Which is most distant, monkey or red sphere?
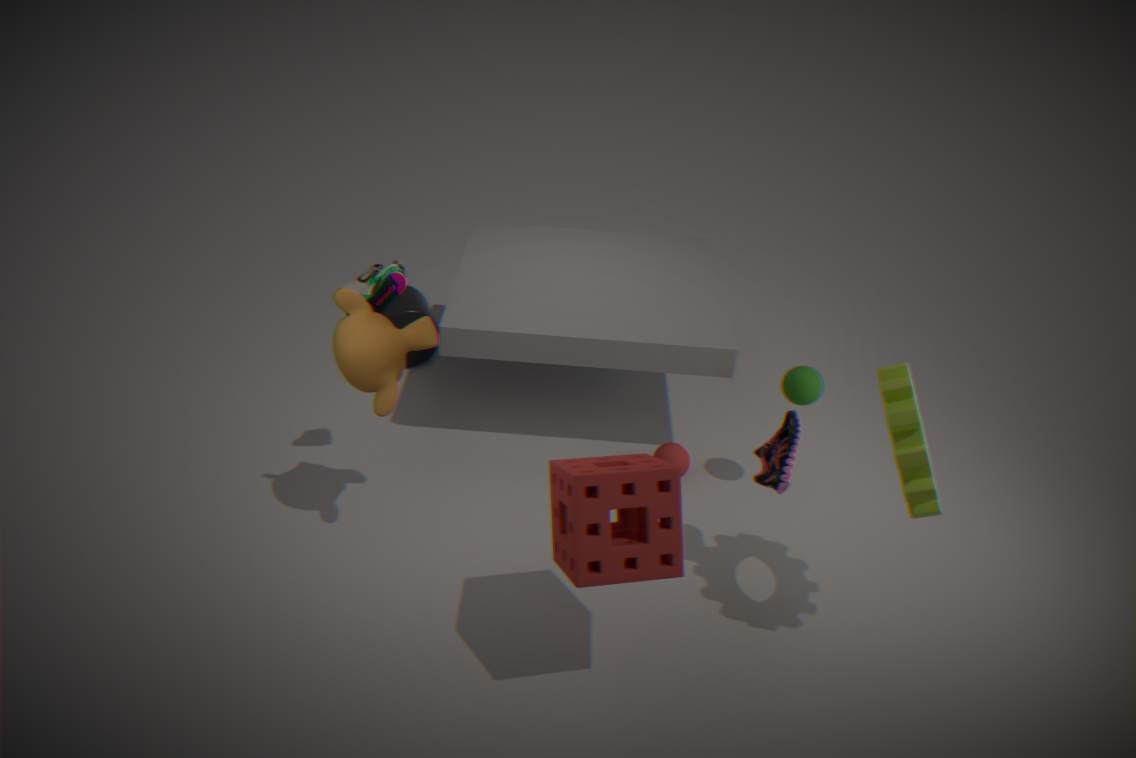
red sphere
